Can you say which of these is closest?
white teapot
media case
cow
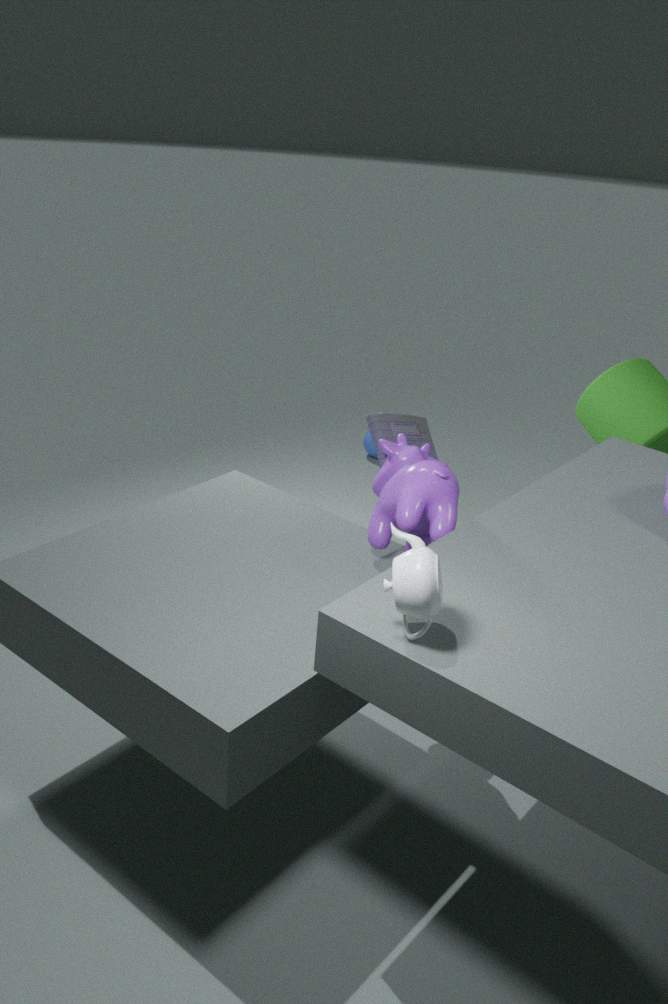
white teapot
